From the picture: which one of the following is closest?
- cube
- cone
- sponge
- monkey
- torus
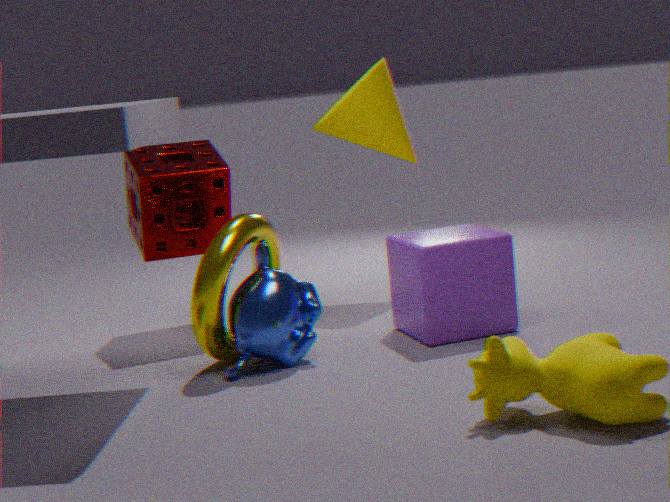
torus
